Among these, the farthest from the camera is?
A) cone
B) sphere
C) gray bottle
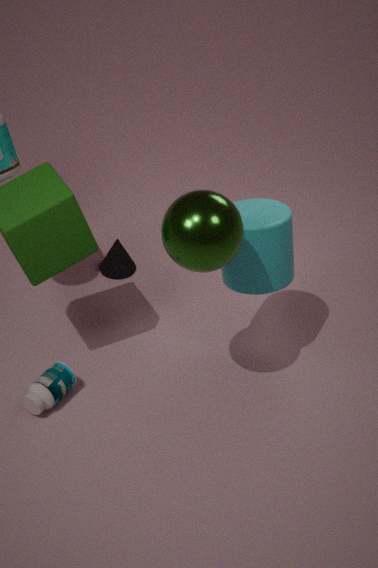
cone
